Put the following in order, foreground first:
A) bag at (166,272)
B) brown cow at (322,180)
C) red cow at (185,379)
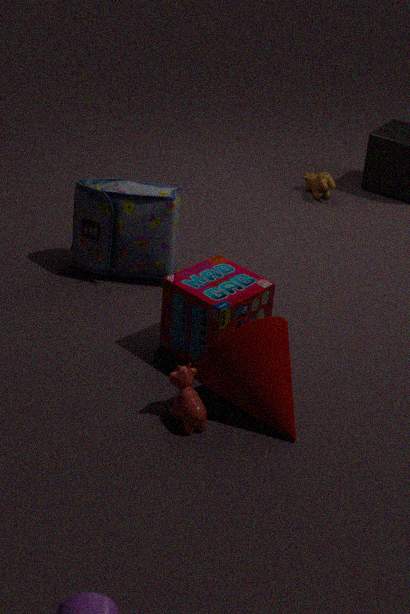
red cow at (185,379) < bag at (166,272) < brown cow at (322,180)
